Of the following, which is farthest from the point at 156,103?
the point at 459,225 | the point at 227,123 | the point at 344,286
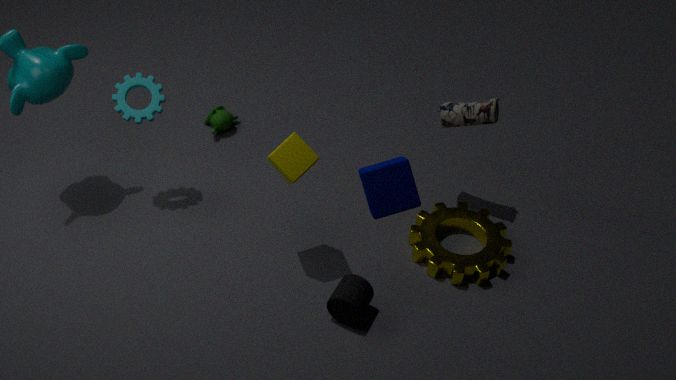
the point at 459,225
